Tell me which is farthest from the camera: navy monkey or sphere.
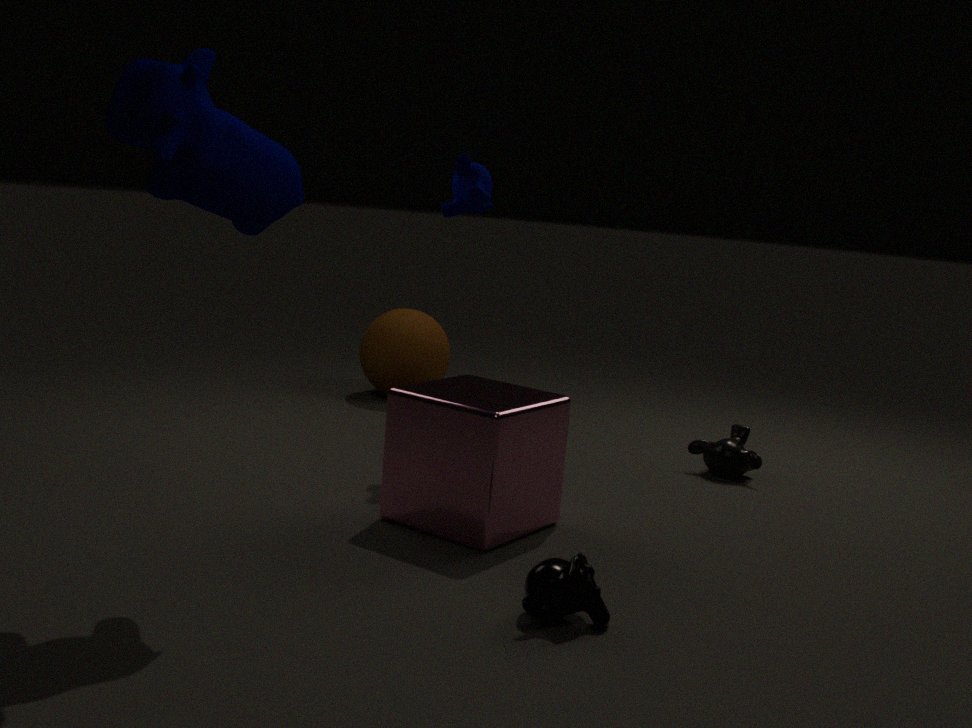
sphere
